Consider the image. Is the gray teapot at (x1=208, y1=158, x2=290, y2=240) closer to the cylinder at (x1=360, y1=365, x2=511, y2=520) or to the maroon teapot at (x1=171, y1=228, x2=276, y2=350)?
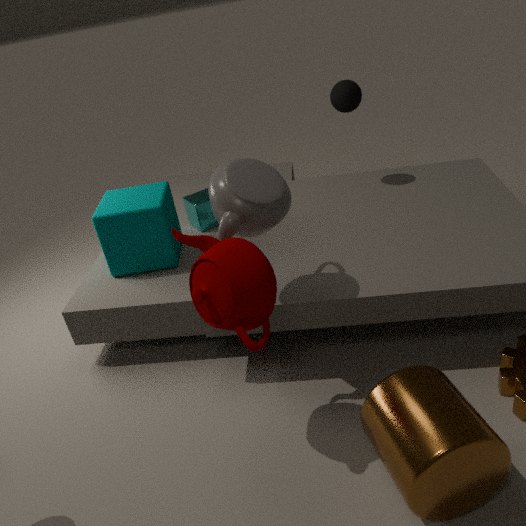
the maroon teapot at (x1=171, y1=228, x2=276, y2=350)
